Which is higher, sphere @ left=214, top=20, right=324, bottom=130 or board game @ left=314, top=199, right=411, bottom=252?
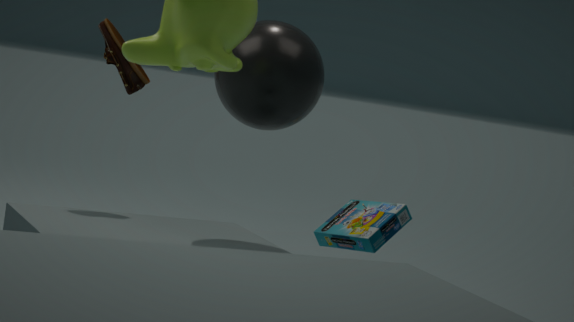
sphere @ left=214, top=20, right=324, bottom=130
